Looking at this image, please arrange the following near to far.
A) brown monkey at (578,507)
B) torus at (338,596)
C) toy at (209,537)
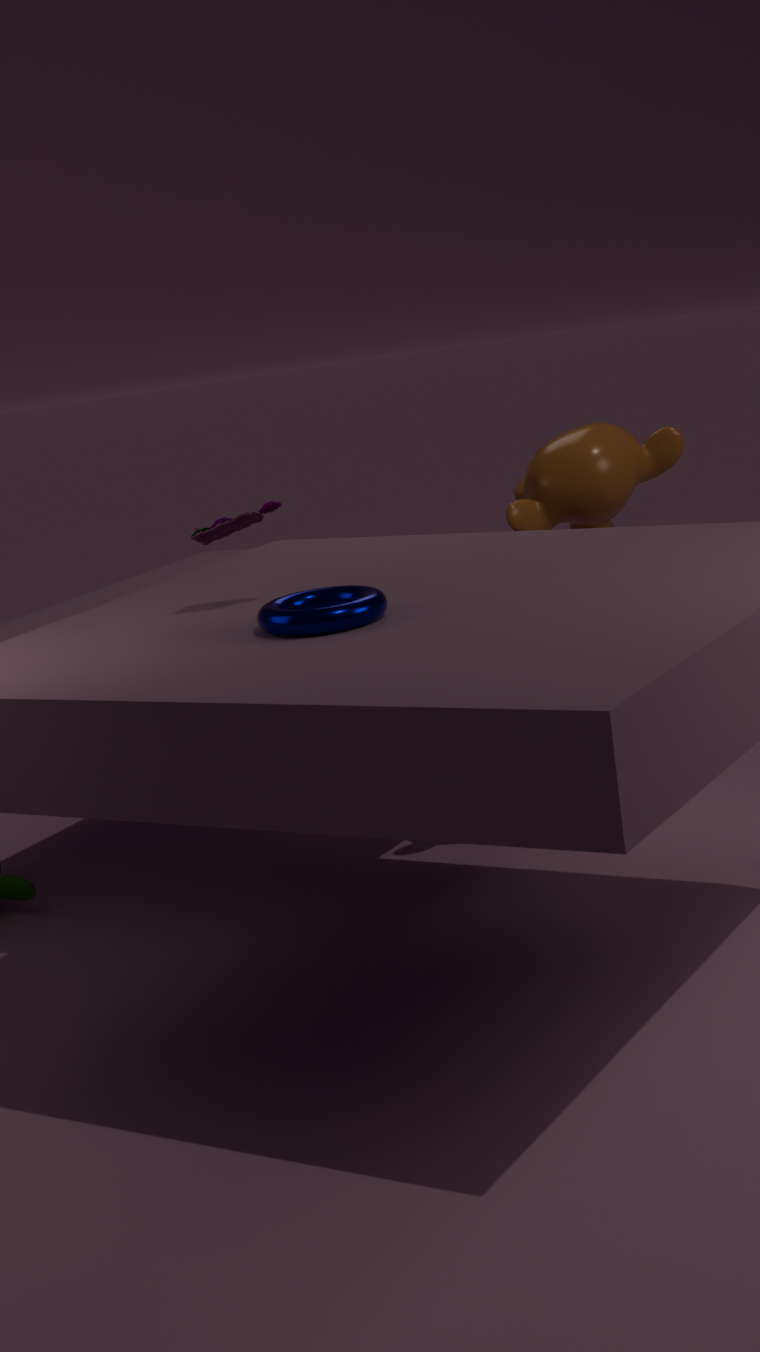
torus at (338,596) < toy at (209,537) < brown monkey at (578,507)
